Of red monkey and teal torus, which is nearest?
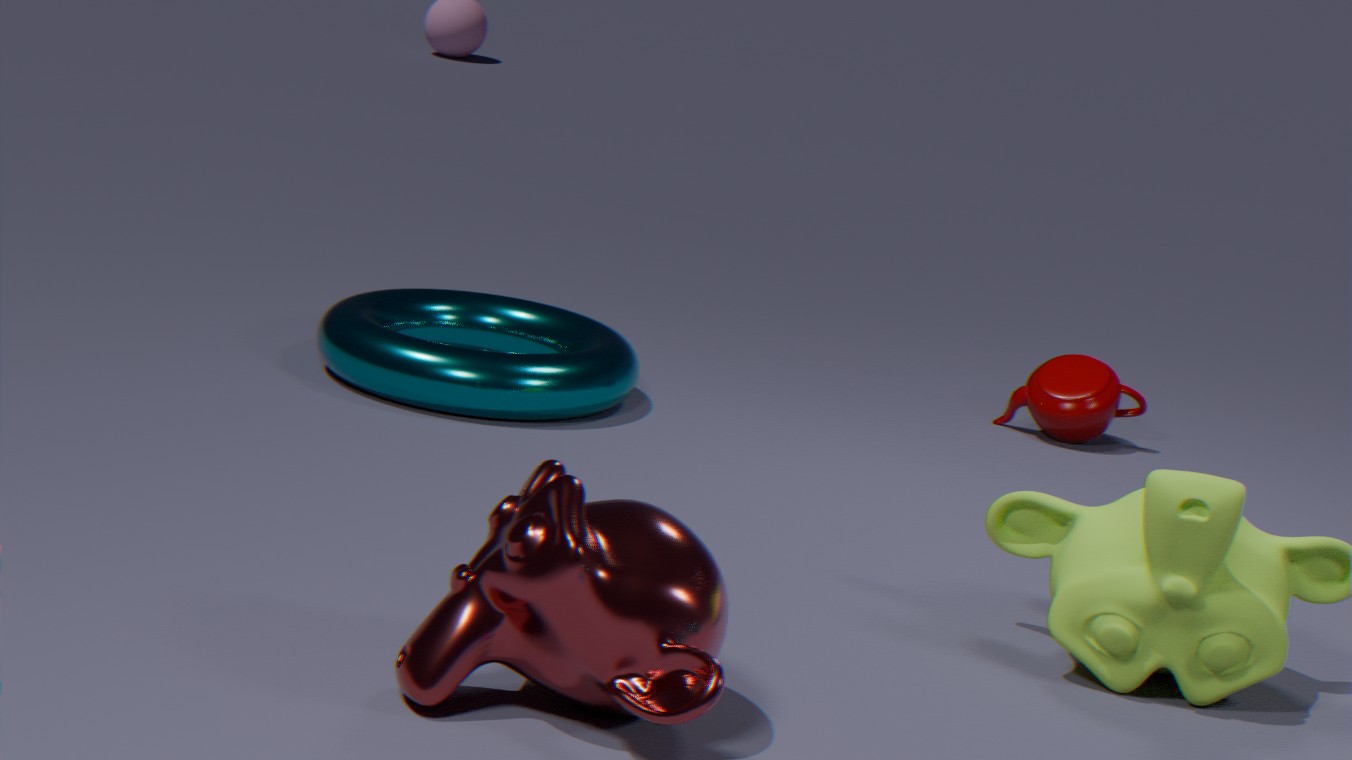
red monkey
